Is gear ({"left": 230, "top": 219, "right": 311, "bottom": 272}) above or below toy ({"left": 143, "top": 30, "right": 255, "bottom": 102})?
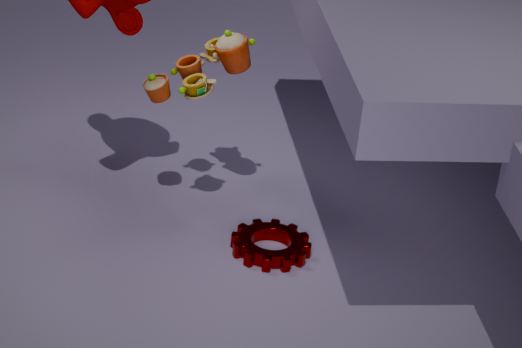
below
